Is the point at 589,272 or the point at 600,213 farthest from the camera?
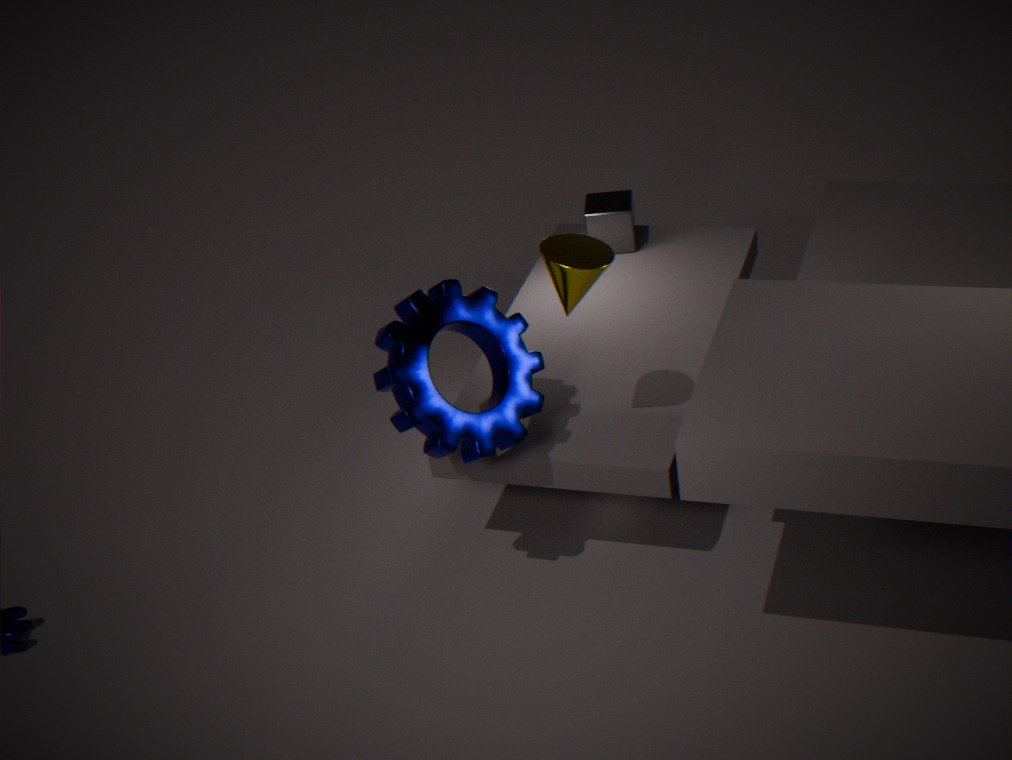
the point at 600,213
